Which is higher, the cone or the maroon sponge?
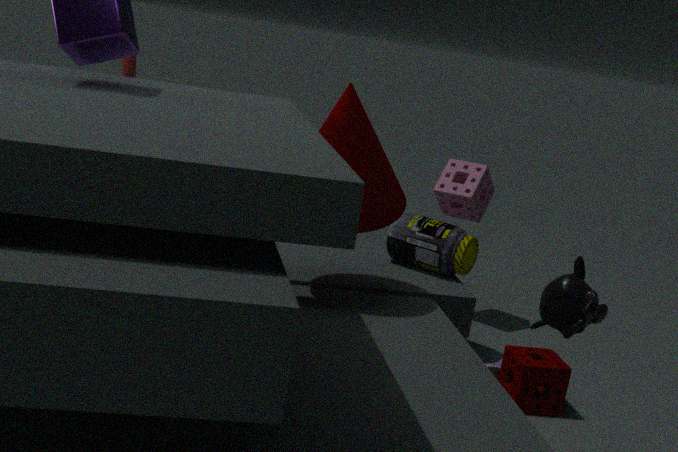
the cone
